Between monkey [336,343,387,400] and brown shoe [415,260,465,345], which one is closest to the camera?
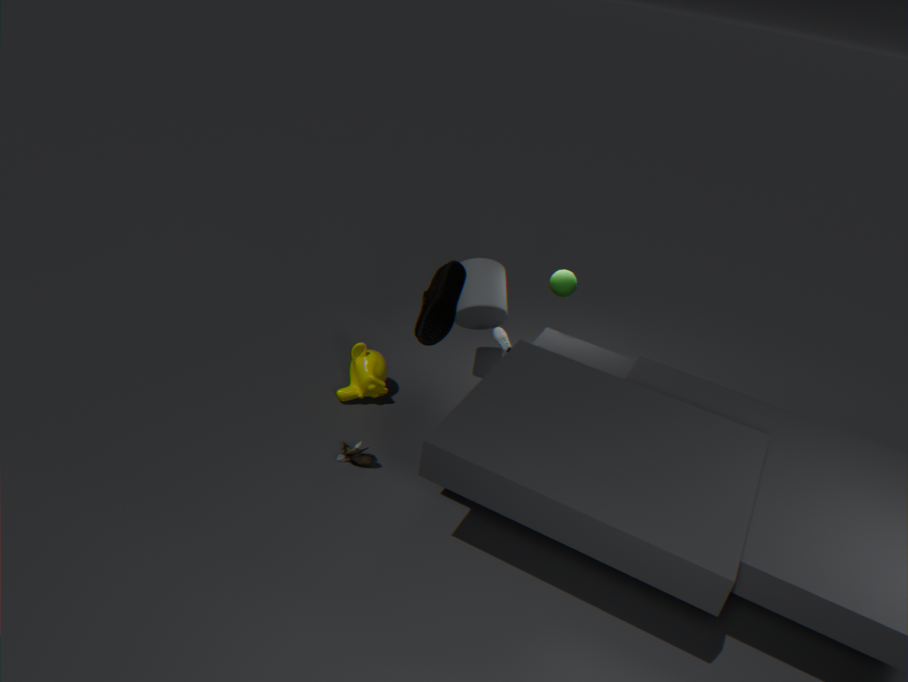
brown shoe [415,260,465,345]
